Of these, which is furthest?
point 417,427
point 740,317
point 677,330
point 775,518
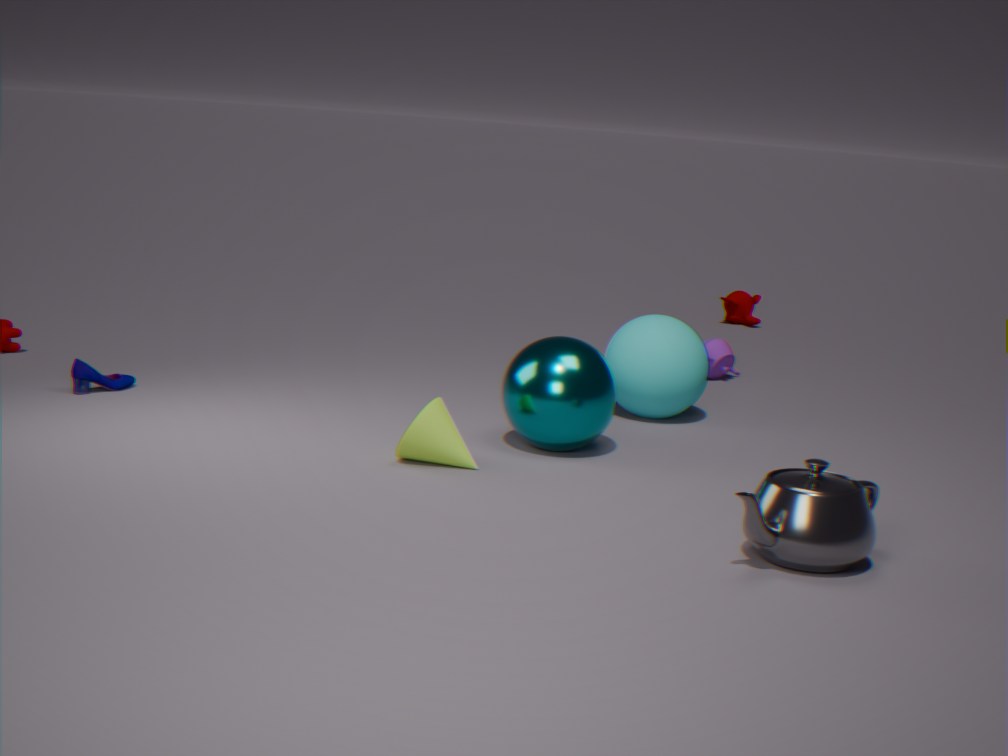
point 740,317
